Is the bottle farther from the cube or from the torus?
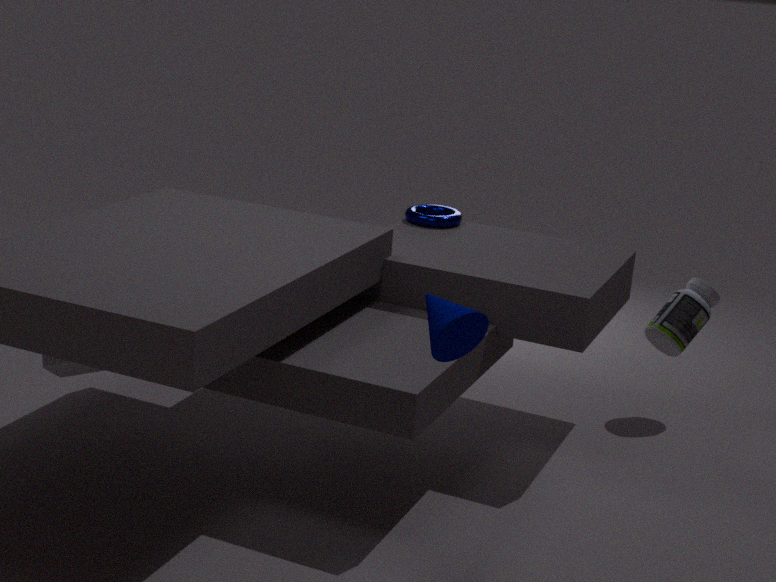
the cube
